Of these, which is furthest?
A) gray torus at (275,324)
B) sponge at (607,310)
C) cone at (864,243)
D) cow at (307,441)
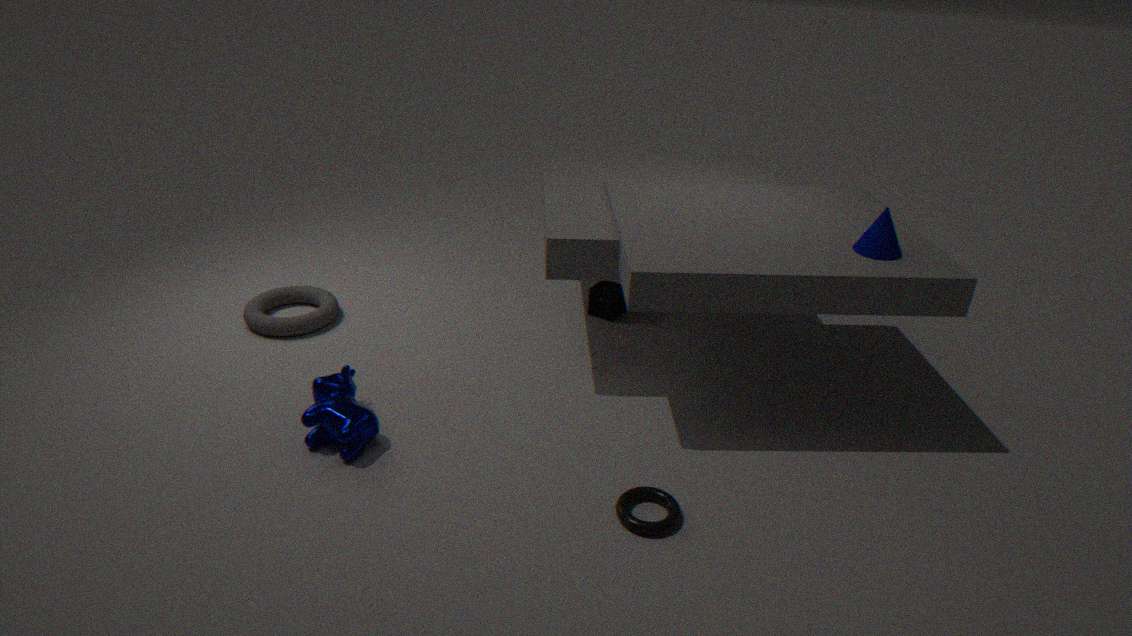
sponge at (607,310)
